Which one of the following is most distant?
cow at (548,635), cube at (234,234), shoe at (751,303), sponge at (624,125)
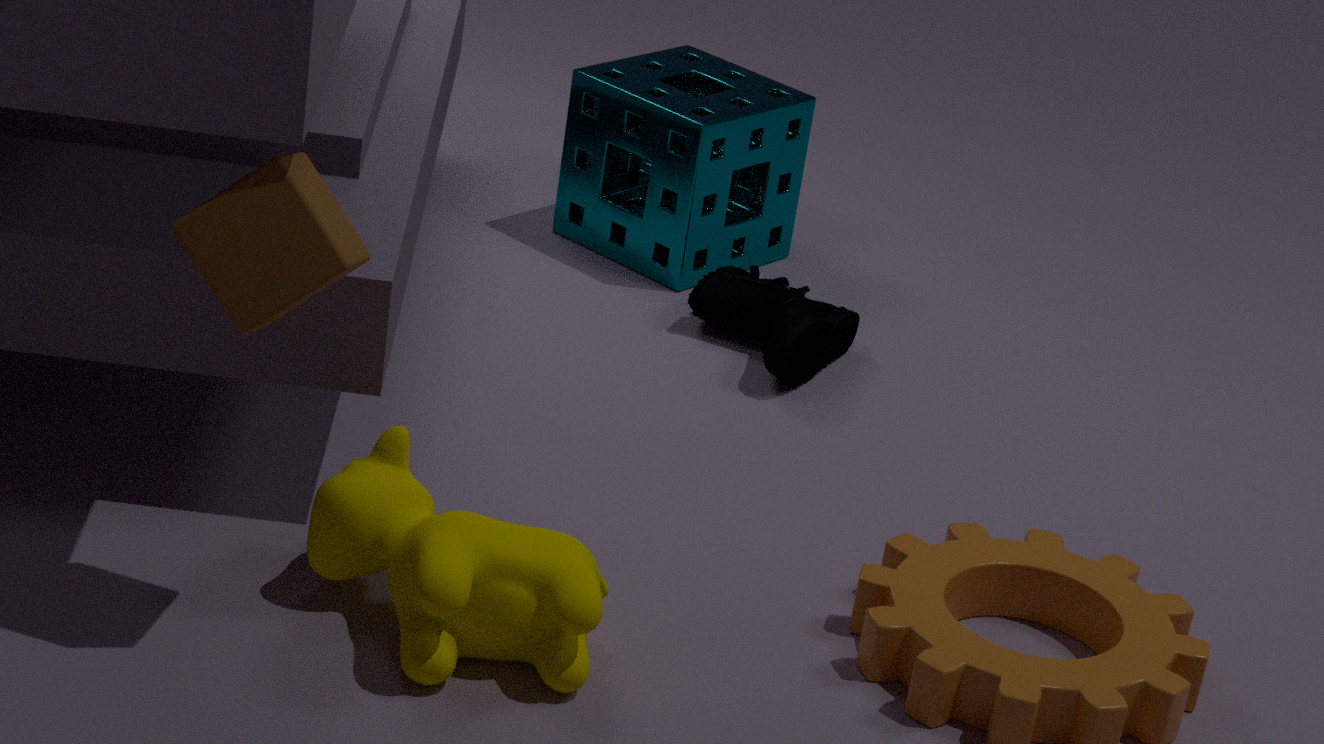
sponge at (624,125)
